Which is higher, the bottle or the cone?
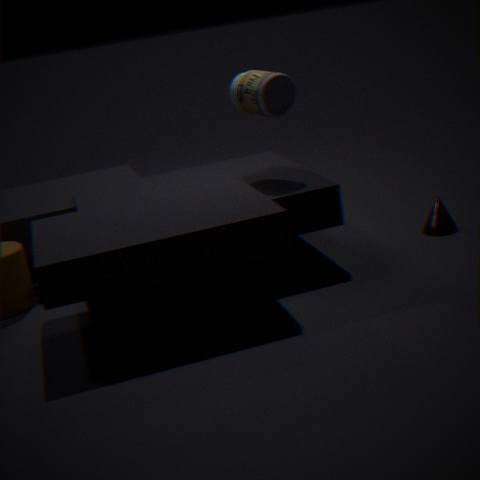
the bottle
